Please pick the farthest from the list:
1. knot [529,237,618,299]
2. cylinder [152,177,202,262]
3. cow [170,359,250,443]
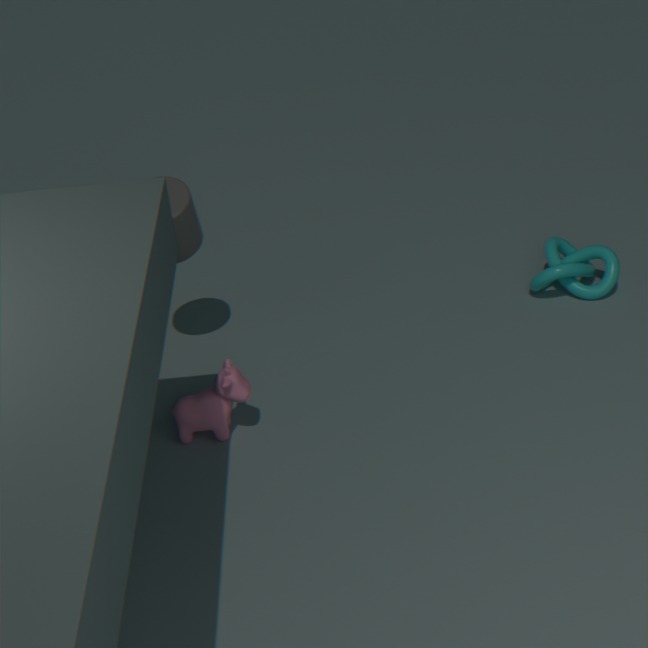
knot [529,237,618,299]
